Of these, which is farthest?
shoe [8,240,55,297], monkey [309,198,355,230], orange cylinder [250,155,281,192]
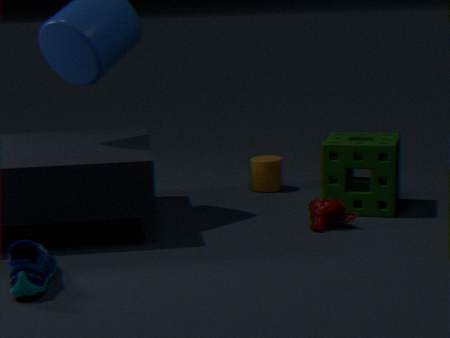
orange cylinder [250,155,281,192]
